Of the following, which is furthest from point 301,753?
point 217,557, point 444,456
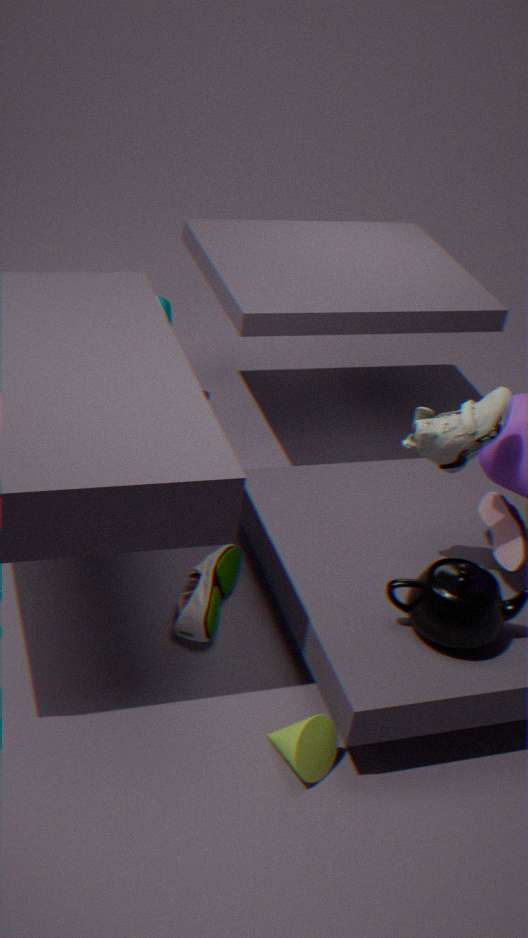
point 444,456
